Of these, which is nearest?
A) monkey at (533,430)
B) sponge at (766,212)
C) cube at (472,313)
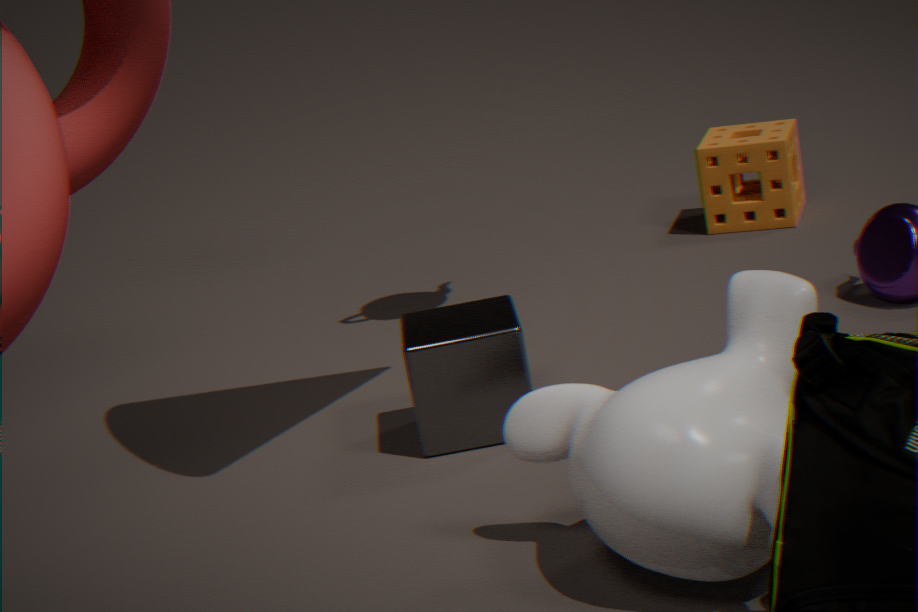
monkey at (533,430)
